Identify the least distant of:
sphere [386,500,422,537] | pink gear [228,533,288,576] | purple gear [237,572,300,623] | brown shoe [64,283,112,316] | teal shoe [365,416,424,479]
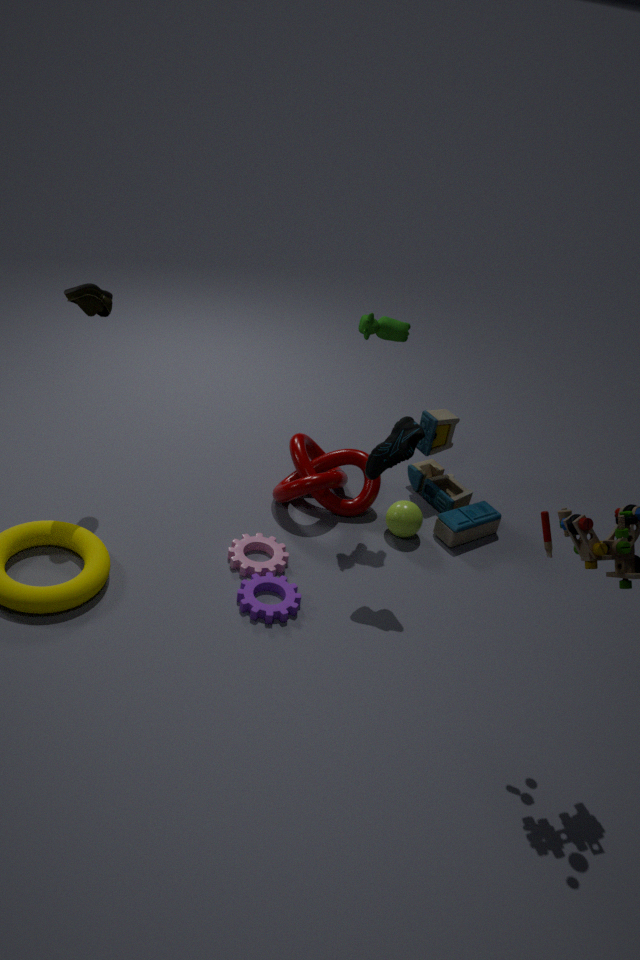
teal shoe [365,416,424,479]
